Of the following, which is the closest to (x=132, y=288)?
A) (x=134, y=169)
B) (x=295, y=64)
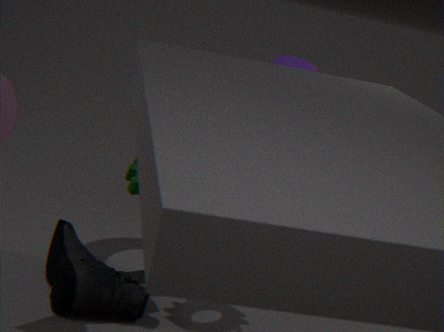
(x=134, y=169)
